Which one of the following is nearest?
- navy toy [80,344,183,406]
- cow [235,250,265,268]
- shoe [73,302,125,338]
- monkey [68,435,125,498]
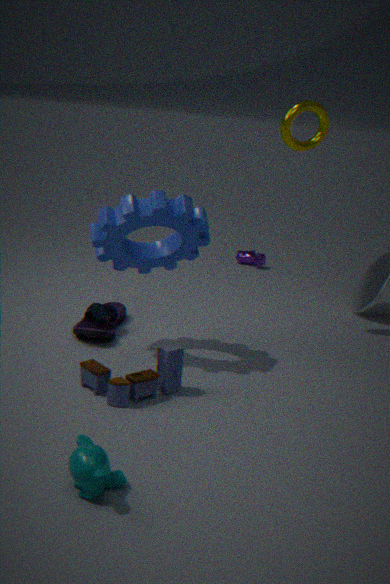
monkey [68,435,125,498]
